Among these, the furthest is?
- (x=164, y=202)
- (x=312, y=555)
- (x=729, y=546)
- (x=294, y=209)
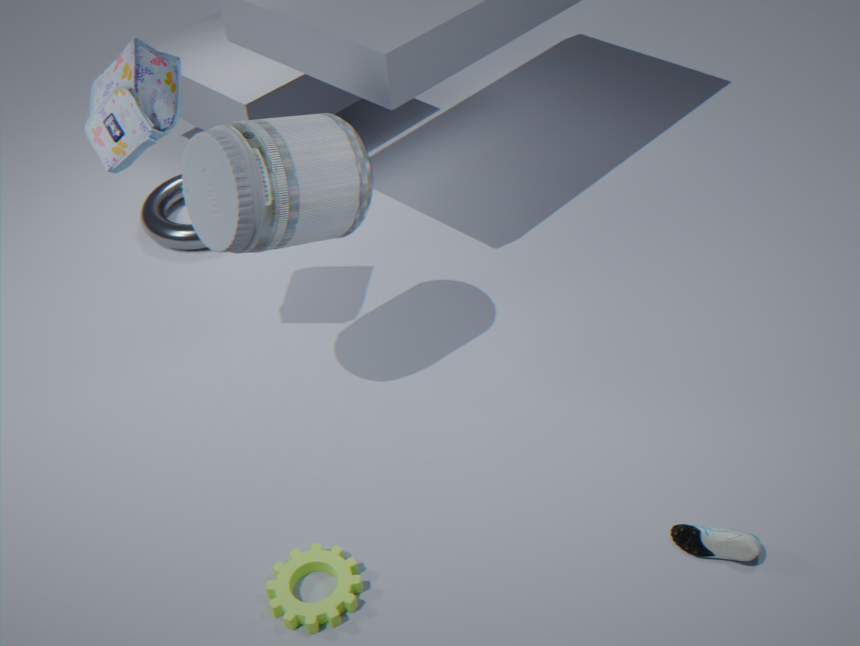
(x=164, y=202)
